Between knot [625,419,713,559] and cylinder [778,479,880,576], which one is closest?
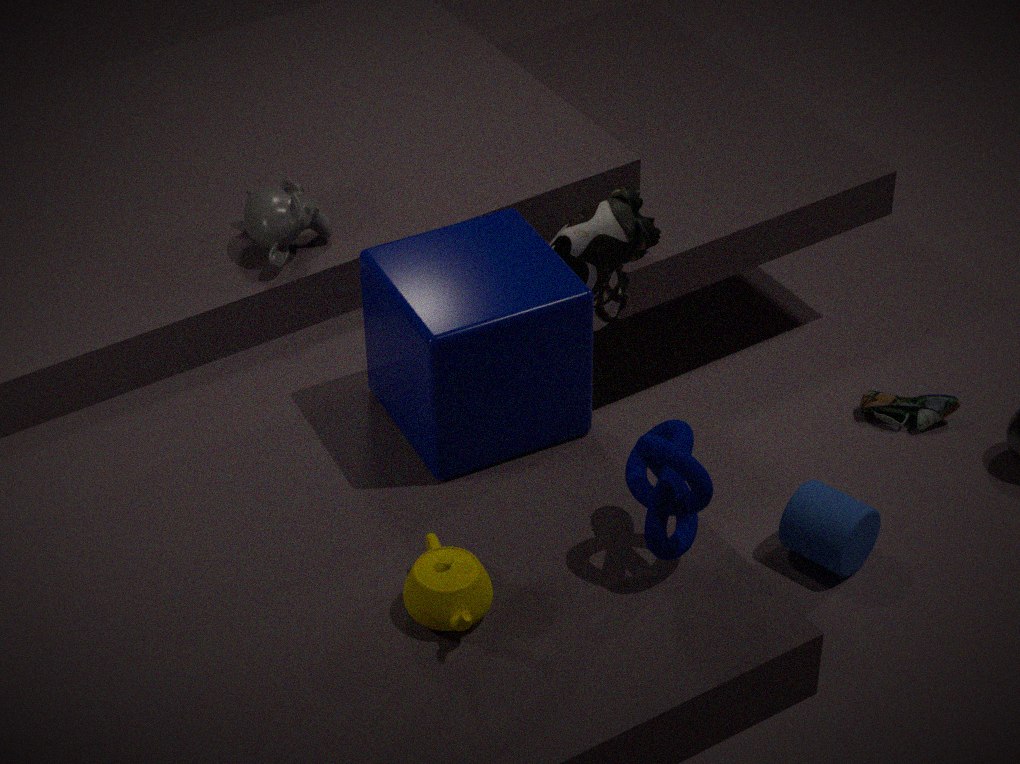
knot [625,419,713,559]
